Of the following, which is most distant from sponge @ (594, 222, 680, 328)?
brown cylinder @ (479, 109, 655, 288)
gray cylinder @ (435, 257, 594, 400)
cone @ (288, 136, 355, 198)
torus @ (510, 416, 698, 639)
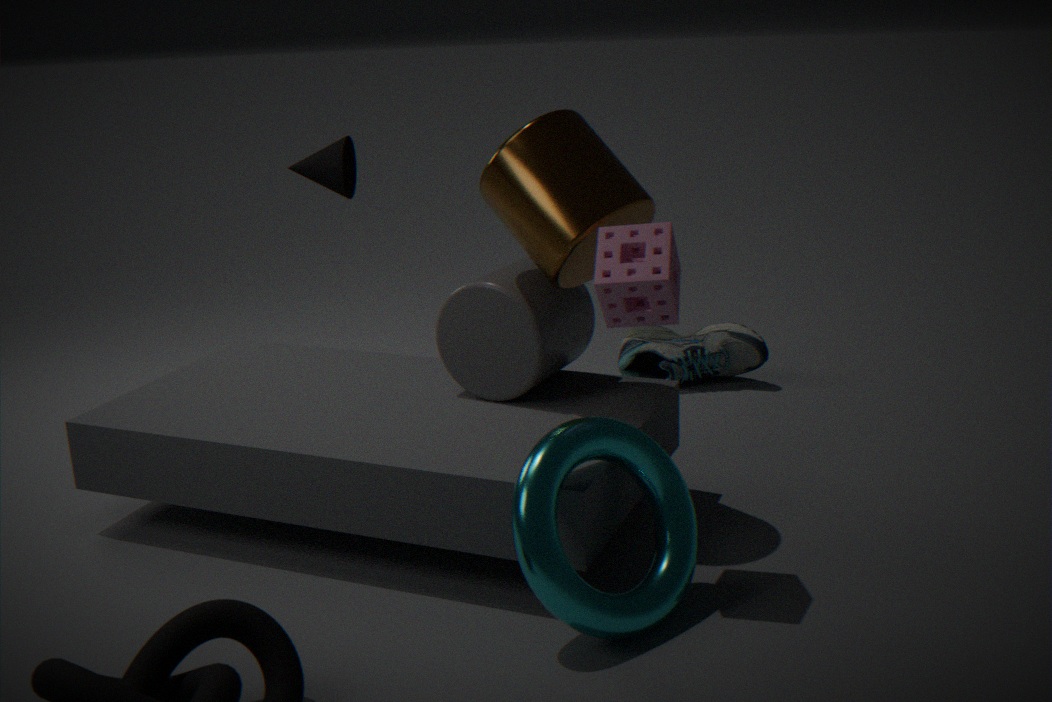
cone @ (288, 136, 355, 198)
